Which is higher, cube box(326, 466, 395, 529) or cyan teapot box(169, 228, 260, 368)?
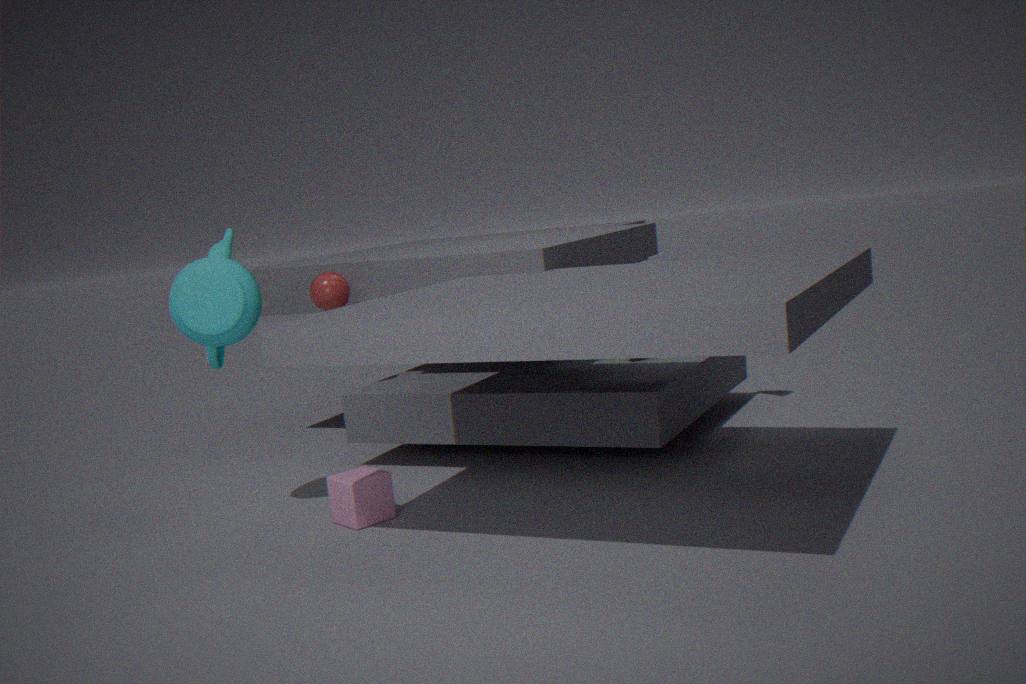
cyan teapot box(169, 228, 260, 368)
